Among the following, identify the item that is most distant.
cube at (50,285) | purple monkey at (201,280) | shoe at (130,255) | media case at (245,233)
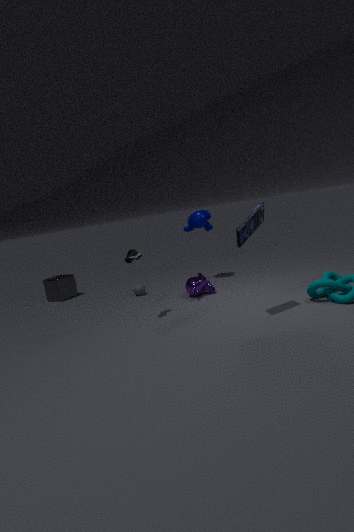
cube at (50,285)
